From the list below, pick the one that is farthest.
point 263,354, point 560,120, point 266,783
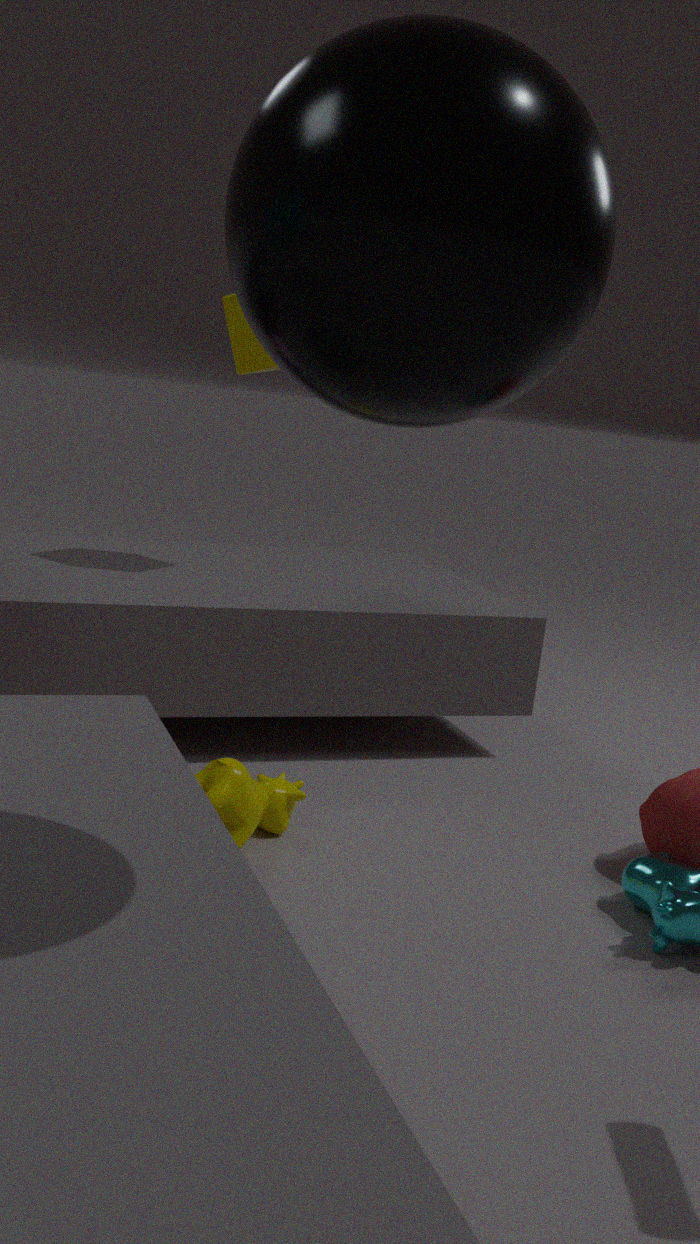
point 263,354
